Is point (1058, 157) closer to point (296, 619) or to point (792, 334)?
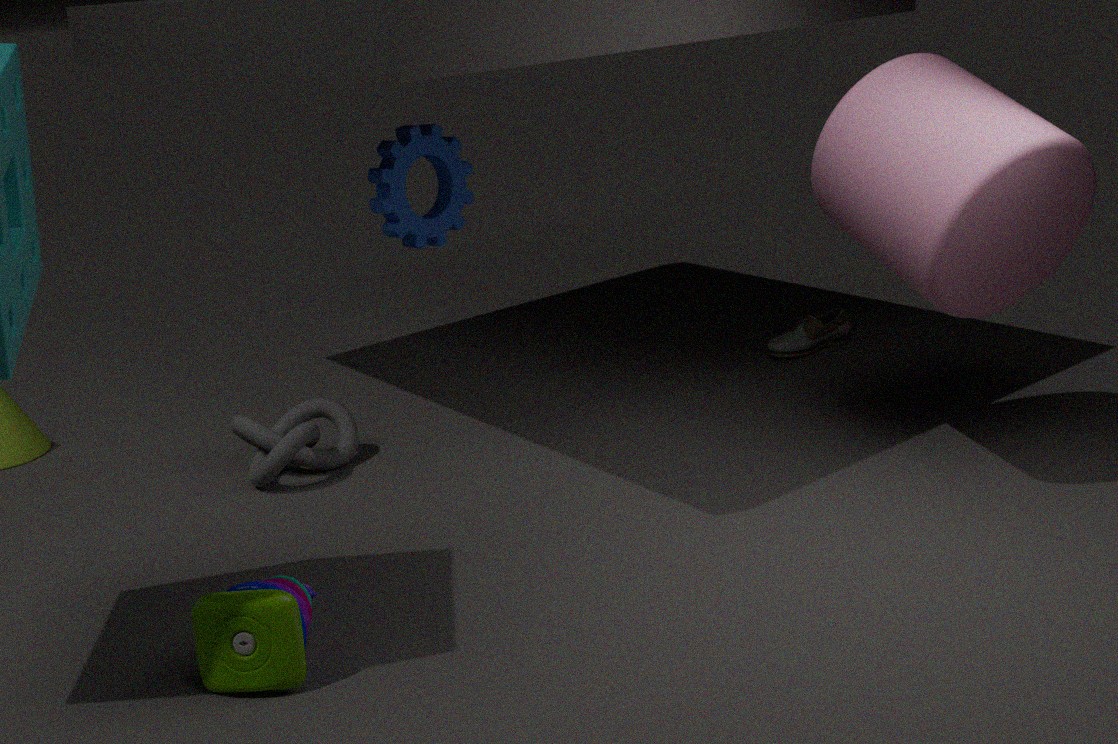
point (792, 334)
